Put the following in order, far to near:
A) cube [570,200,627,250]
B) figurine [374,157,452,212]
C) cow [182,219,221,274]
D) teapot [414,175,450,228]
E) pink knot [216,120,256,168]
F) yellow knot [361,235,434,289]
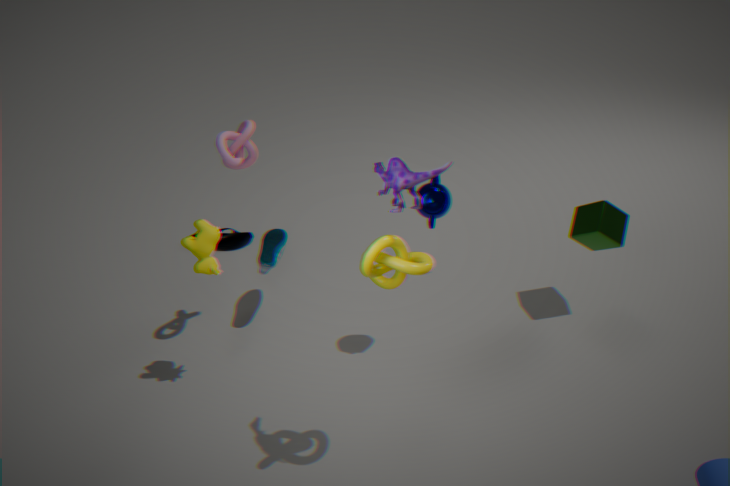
cube [570,200,627,250]
pink knot [216,120,256,168]
cow [182,219,221,274]
teapot [414,175,450,228]
yellow knot [361,235,434,289]
figurine [374,157,452,212]
